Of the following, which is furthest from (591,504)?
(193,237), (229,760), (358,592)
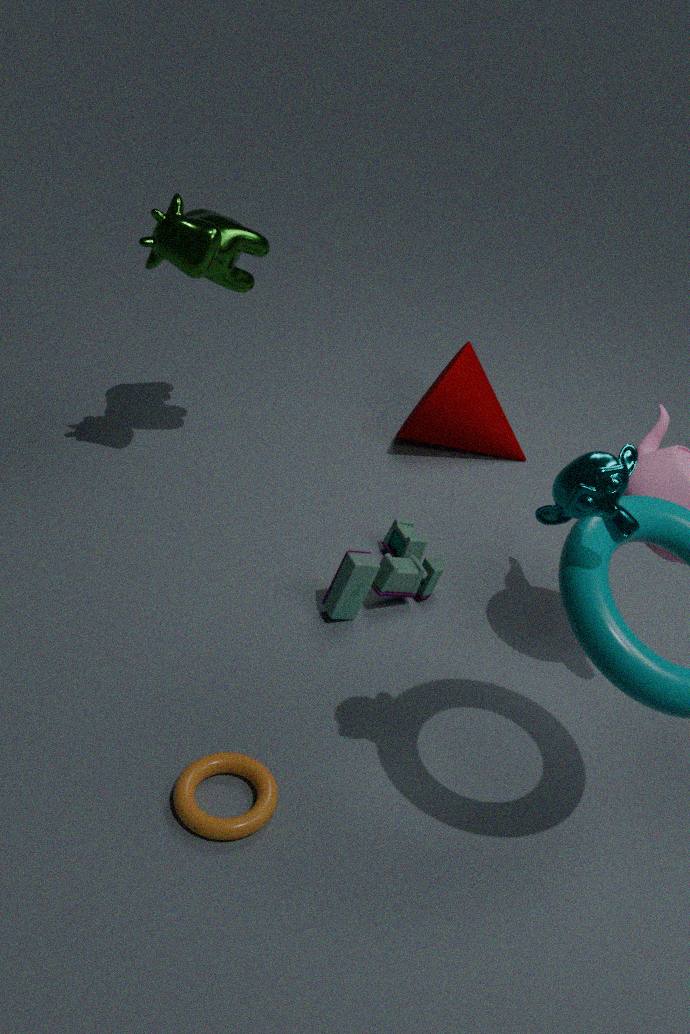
(193,237)
